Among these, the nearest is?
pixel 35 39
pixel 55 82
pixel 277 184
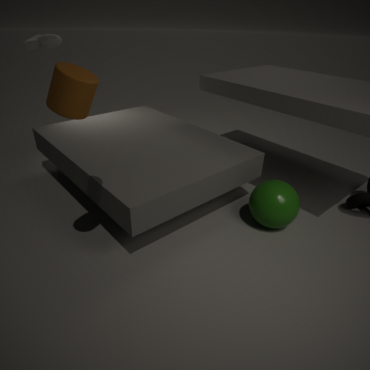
pixel 55 82
